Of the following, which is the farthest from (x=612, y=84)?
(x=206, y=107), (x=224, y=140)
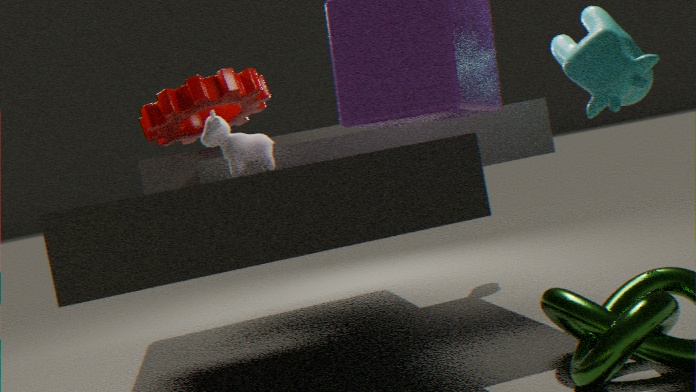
(x=206, y=107)
